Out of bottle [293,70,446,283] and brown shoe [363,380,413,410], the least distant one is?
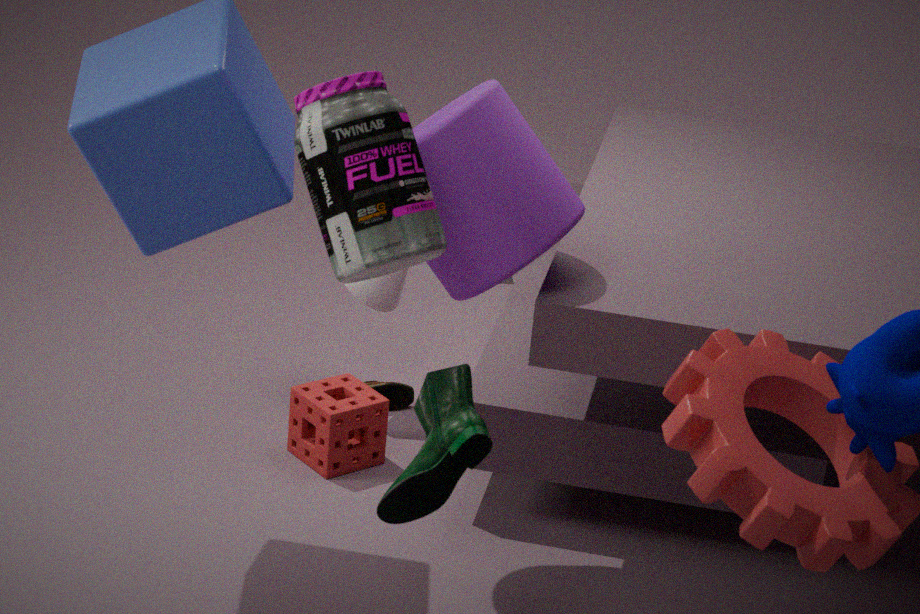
bottle [293,70,446,283]
